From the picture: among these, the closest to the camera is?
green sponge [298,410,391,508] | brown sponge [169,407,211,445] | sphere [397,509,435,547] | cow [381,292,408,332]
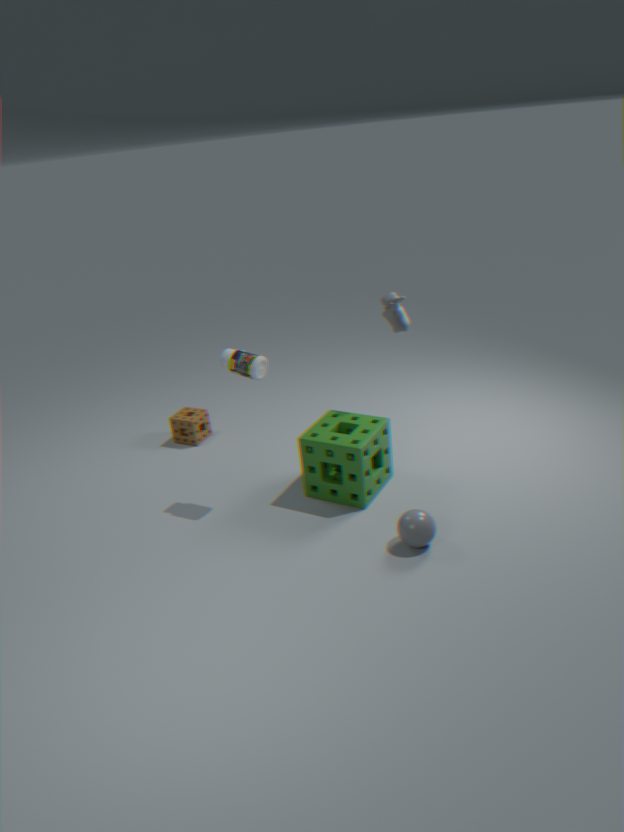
sphere [397,509,435,547]
